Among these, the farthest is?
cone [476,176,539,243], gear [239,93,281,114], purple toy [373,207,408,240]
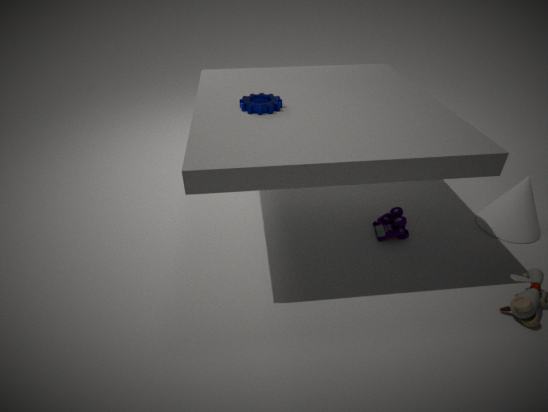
purple toy [373,207,408,240]
